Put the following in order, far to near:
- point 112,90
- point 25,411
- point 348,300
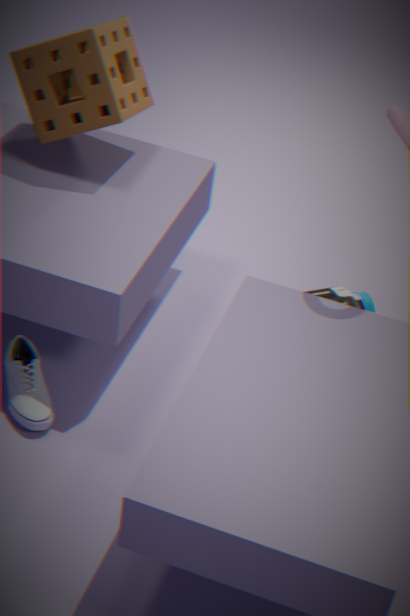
point 348,300, point 112,90, point 25,411
